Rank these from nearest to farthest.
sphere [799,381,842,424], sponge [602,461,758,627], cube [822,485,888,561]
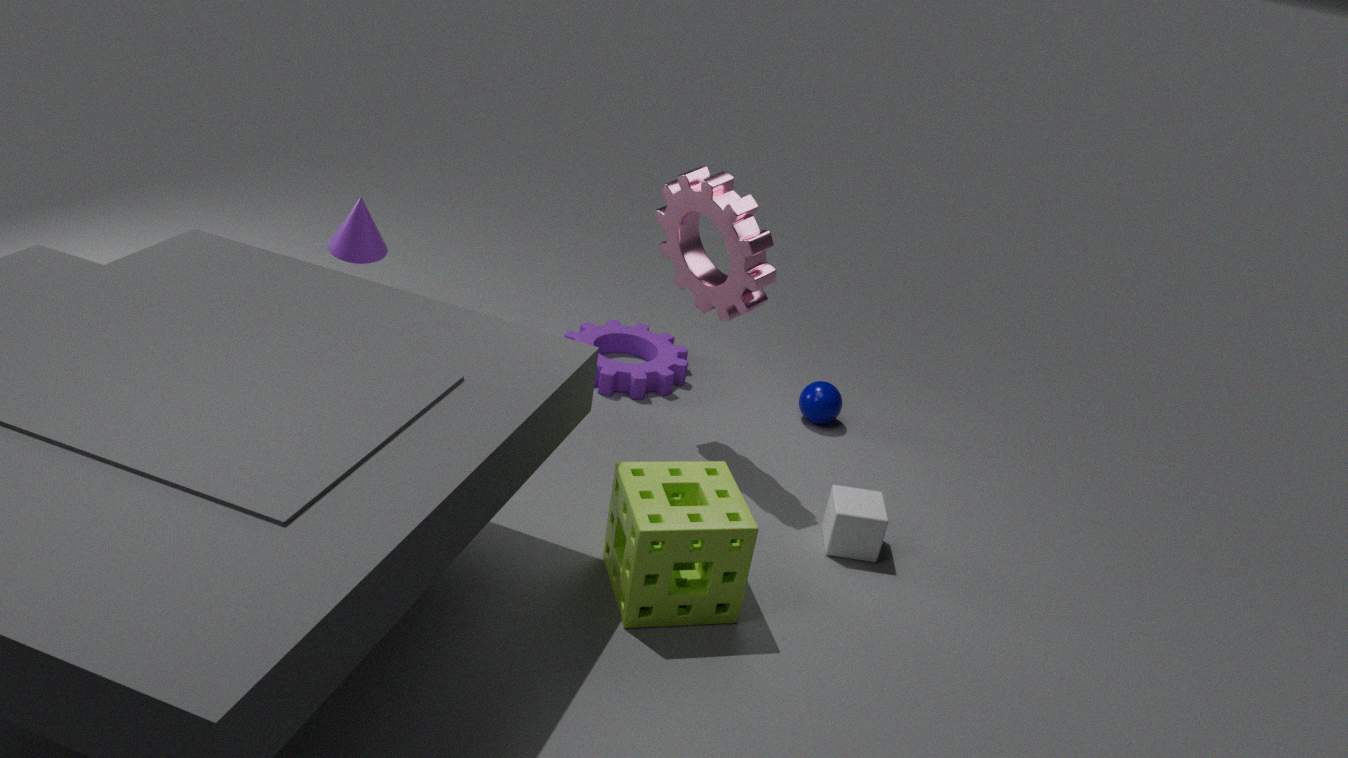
sponge [602,461,758,627]
cube [822,485,888,561]
sphere [799,381,842,424]
